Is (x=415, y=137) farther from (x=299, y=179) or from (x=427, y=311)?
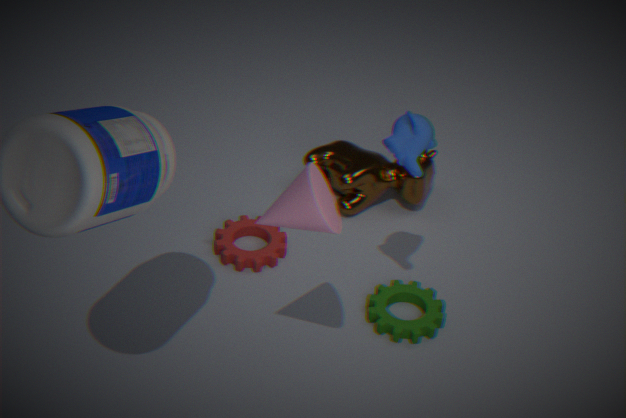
(x=427, y=311)
